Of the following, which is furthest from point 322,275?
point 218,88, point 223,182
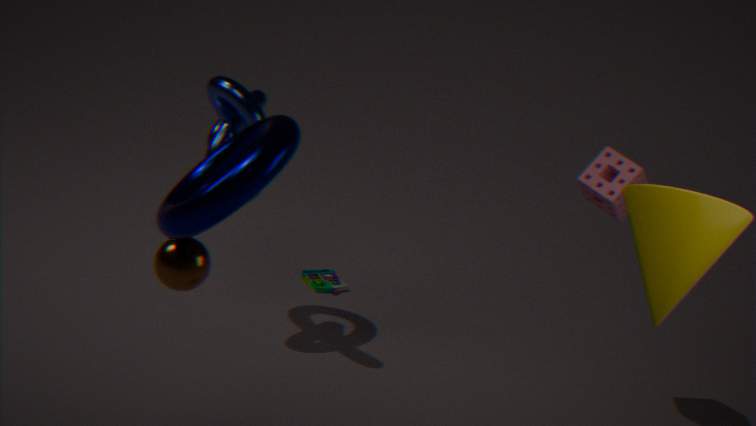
point 223,182
